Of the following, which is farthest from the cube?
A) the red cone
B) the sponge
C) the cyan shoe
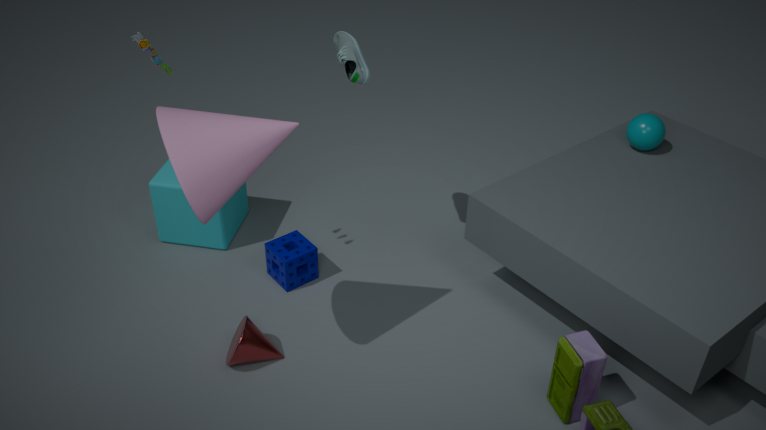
the cyan shoe
